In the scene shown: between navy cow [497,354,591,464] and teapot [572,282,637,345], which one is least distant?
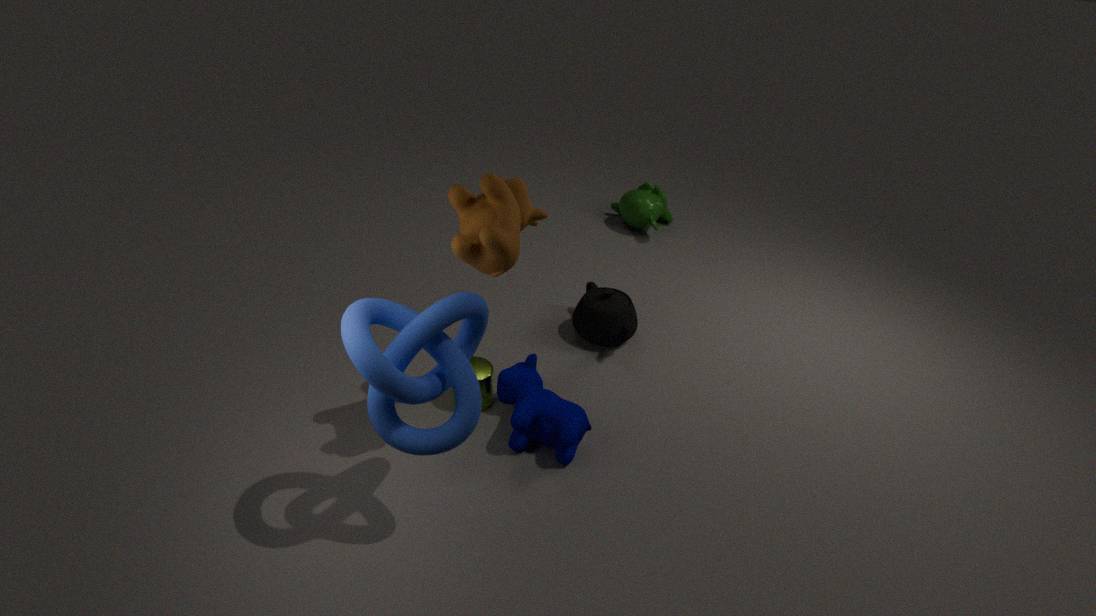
navy cow [497,354,591,464]
